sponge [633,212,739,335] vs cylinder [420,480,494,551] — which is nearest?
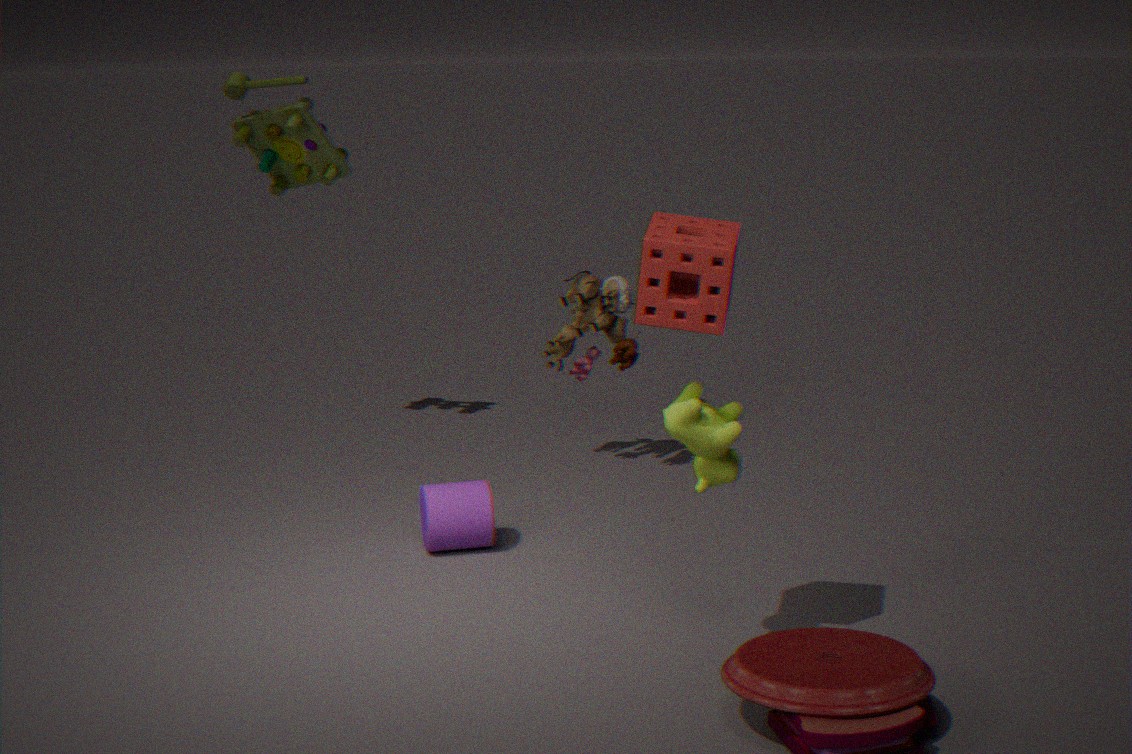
sponge [633,212,739,335]
